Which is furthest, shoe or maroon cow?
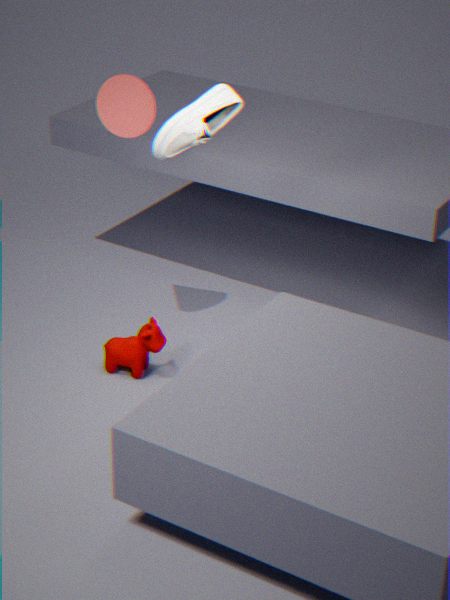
maroon cow
